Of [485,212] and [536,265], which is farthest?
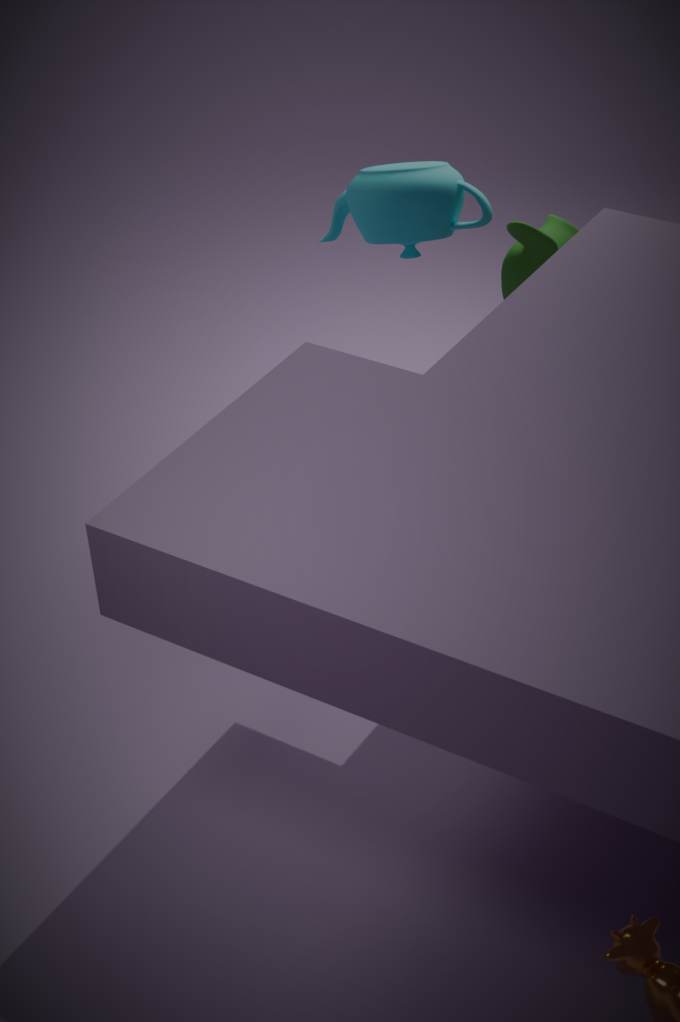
[485,212]
